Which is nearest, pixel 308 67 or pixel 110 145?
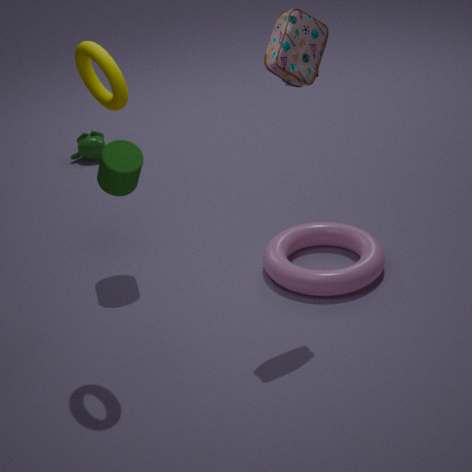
pixel 308 67
